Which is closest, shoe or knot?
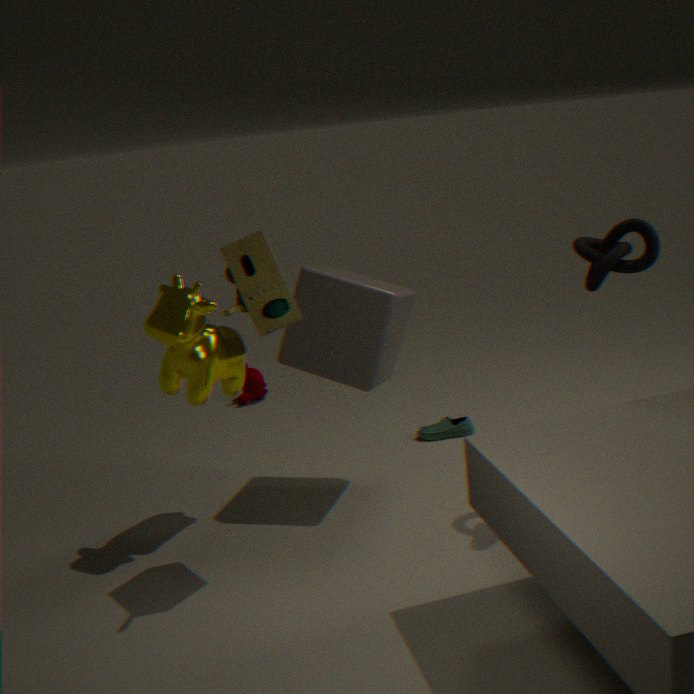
knot
